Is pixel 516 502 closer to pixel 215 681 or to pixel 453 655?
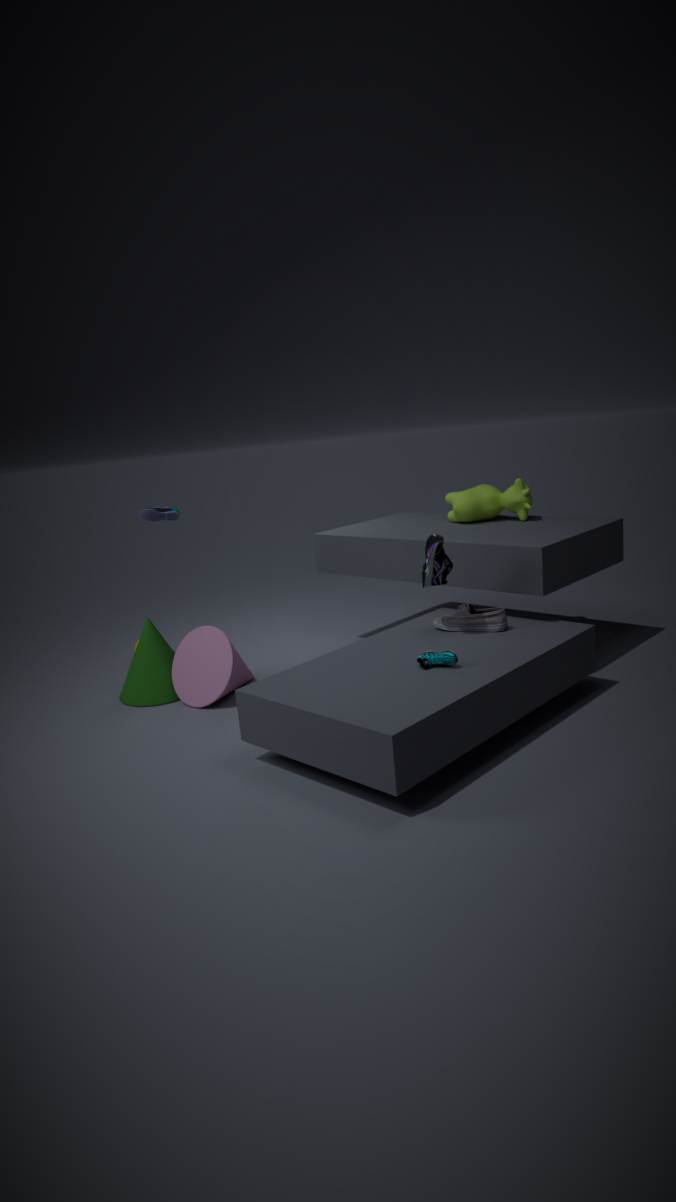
pixel 453 655
